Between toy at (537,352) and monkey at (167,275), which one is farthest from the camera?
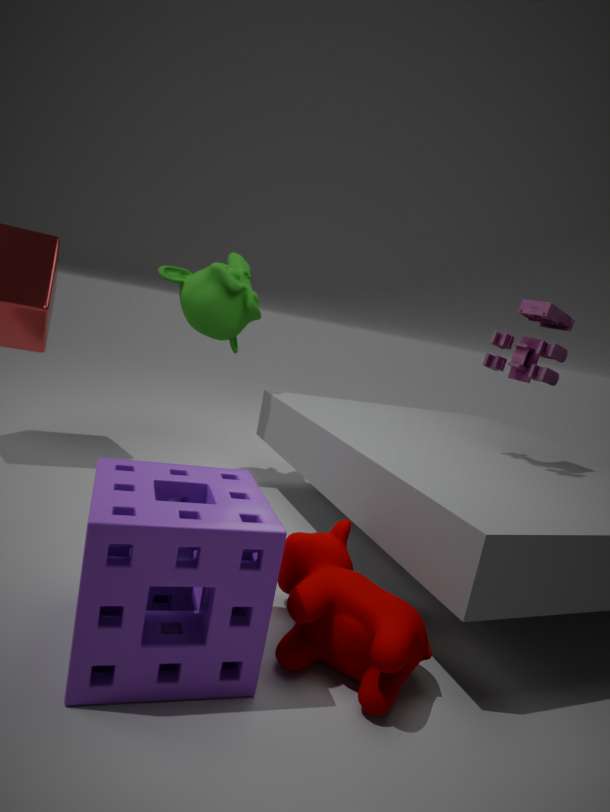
monkey at (167,275)
